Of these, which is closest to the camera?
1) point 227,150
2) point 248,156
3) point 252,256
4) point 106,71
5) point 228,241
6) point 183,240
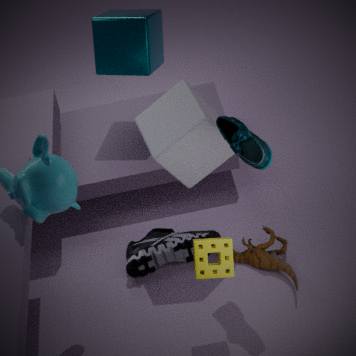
5. point 228,241
